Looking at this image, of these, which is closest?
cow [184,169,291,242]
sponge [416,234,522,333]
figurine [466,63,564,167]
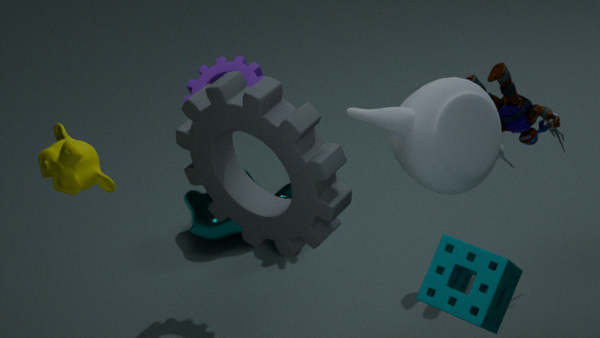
sponge [416,234,522,333]
